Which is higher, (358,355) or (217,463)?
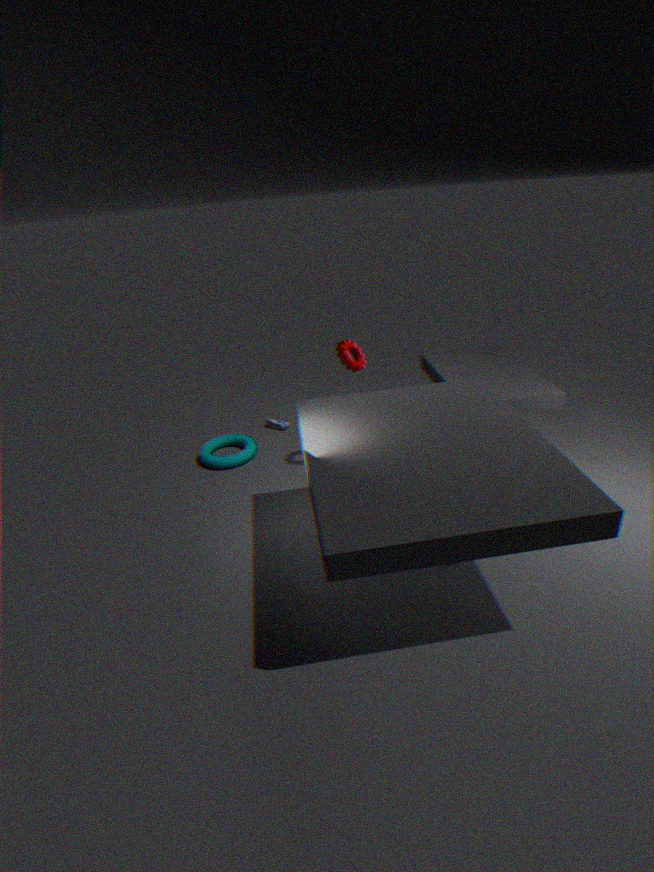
(358,355)
